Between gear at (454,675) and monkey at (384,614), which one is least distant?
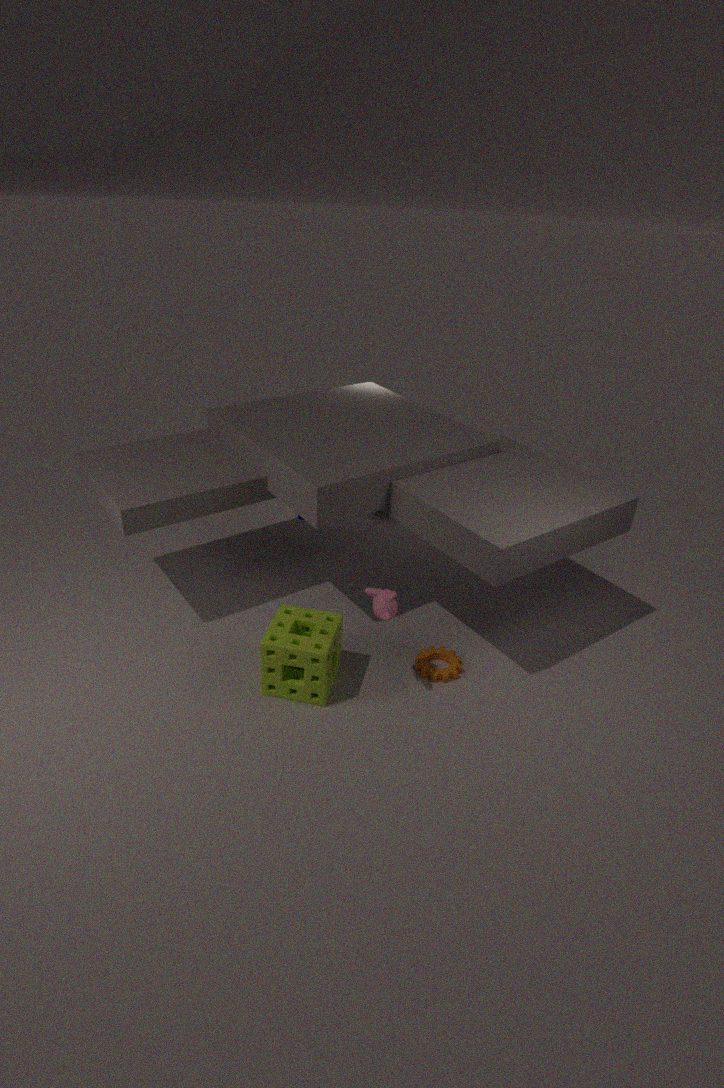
monkey at (384,614)
